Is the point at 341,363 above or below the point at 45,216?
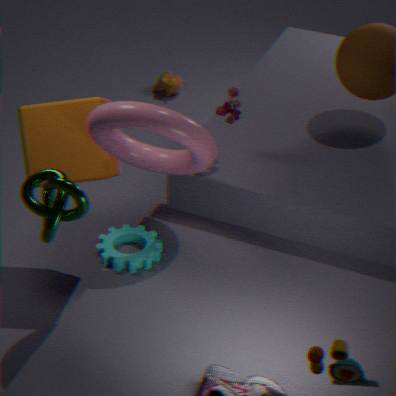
below
